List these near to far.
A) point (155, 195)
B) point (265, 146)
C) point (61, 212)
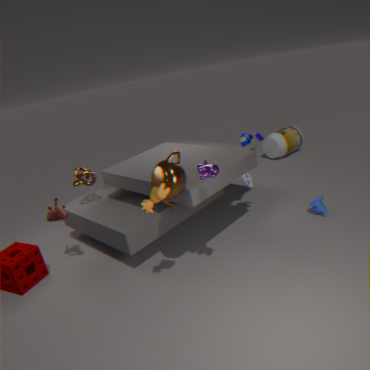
point (155, 195) < point (61, 212) < point (265, 146)
